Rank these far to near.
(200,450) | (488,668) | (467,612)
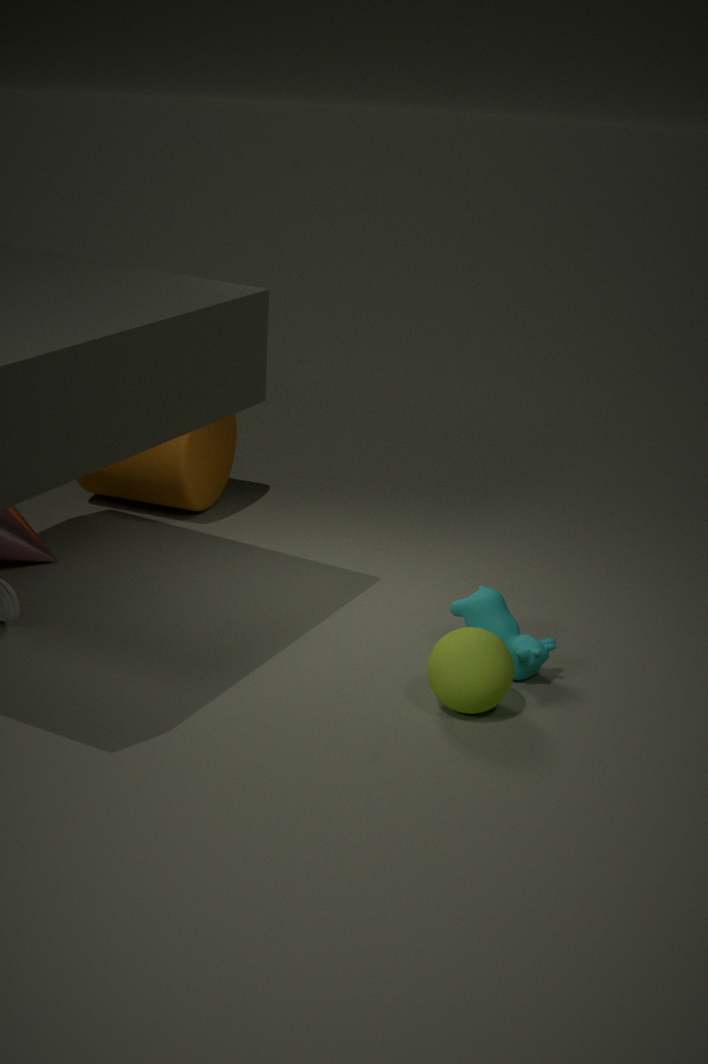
(200,450)
(467,612)
(488,668)
